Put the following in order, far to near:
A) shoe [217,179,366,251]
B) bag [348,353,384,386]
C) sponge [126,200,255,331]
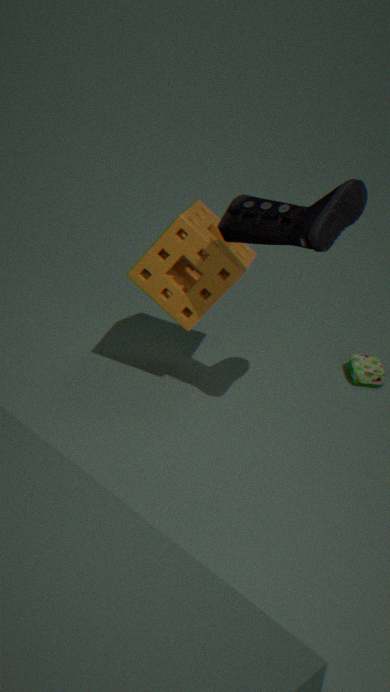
1. bag [348,353,384,386]
2. sponge [126,200,255,331]
3. shoe [217,179,366,251]
